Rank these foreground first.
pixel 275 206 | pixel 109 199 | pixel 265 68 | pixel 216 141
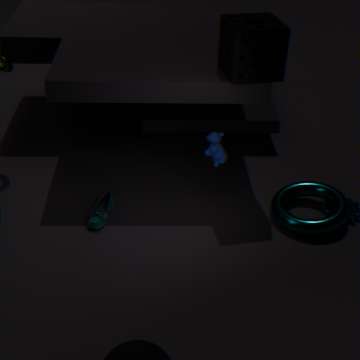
pixel 265 68, pixel 275 206, pixel 216 141, pixel 109 199
